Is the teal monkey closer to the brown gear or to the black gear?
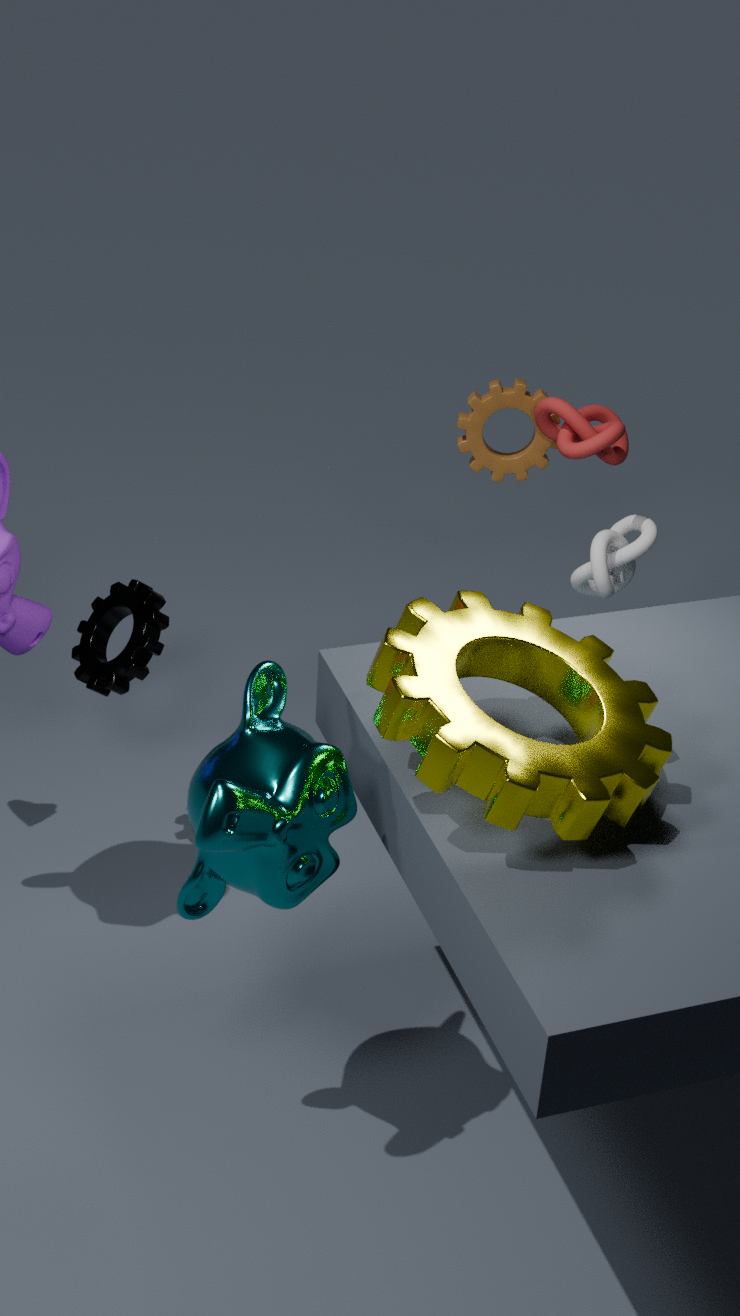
the black gear
